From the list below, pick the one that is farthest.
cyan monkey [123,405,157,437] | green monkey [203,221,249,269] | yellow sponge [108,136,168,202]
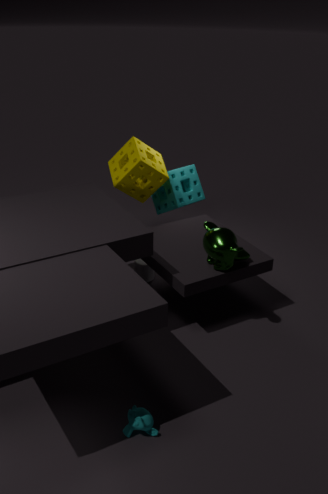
yellow sponge [108,136,168,202]
